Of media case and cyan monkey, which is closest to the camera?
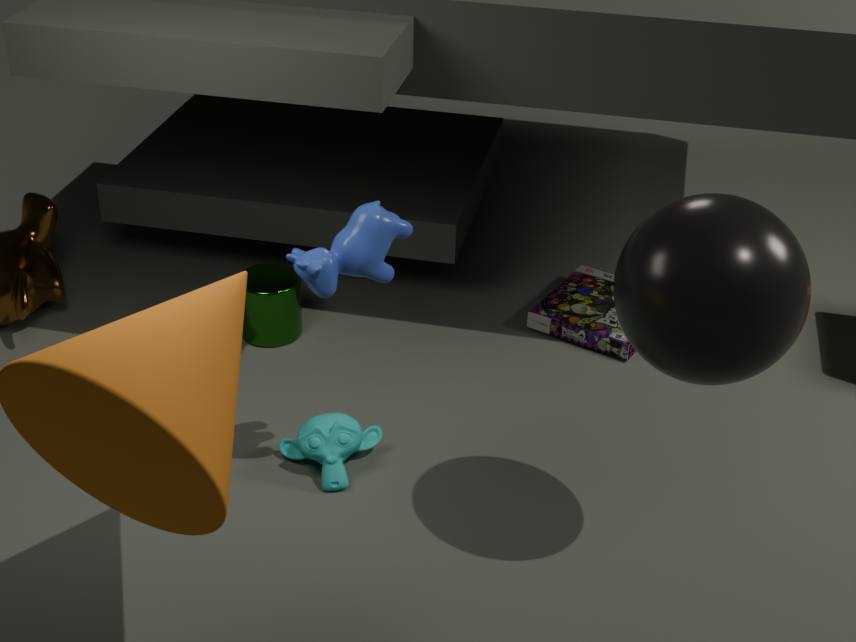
cyan monkey
